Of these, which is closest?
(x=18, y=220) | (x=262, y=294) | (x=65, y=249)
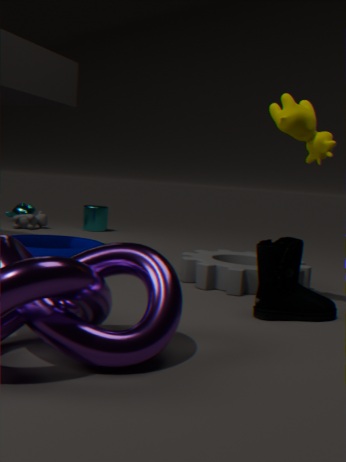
(x=262, y=294)
